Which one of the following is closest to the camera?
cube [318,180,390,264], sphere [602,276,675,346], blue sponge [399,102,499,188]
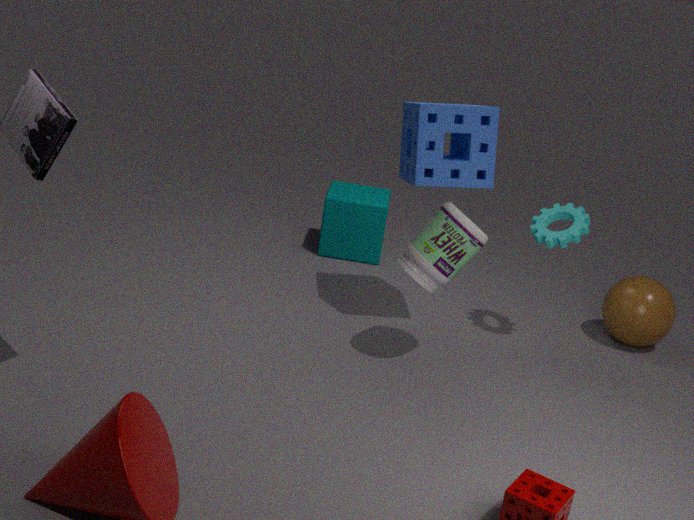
blue sponge [399,102,499,188]
